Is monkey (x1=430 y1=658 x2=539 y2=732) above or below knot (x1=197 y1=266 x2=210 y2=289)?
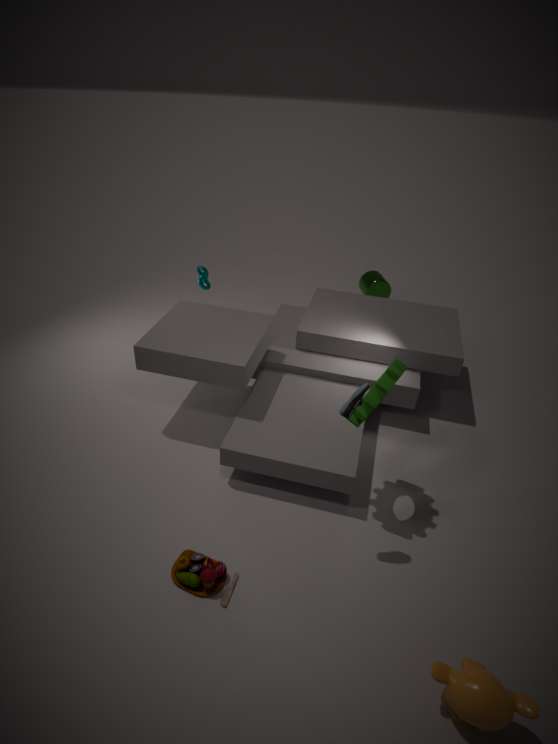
below
